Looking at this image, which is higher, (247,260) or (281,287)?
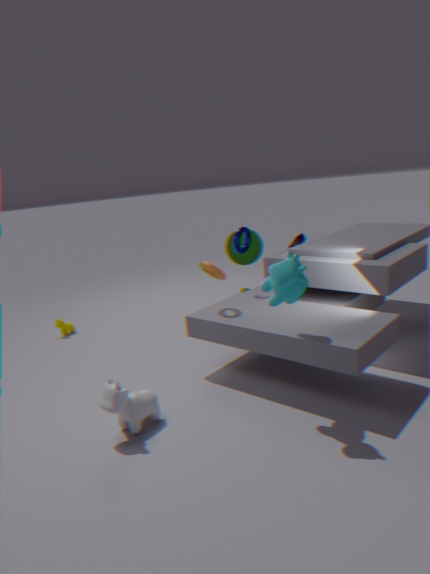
(281,287)
